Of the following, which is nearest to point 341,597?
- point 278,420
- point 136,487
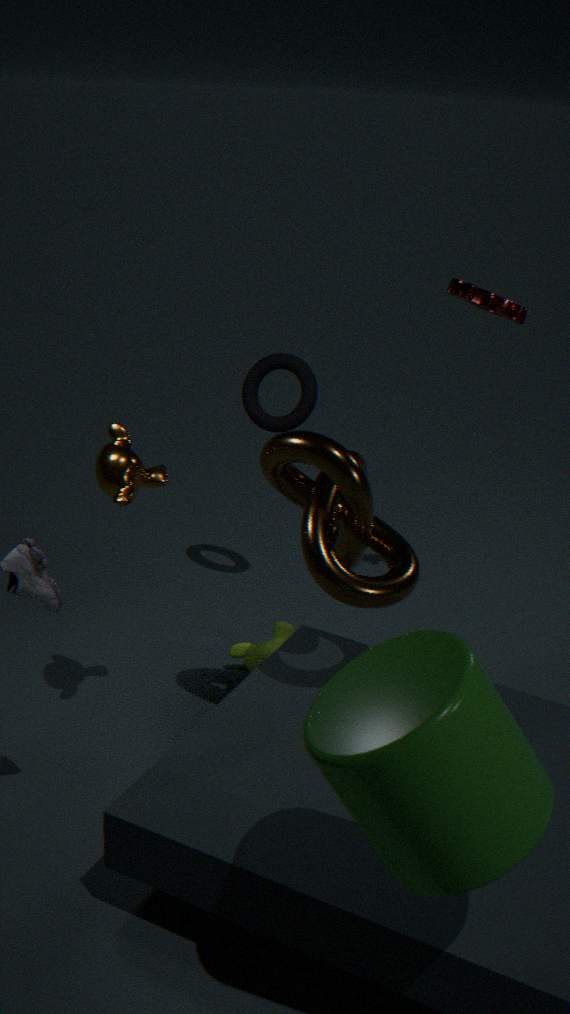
point 136,487
